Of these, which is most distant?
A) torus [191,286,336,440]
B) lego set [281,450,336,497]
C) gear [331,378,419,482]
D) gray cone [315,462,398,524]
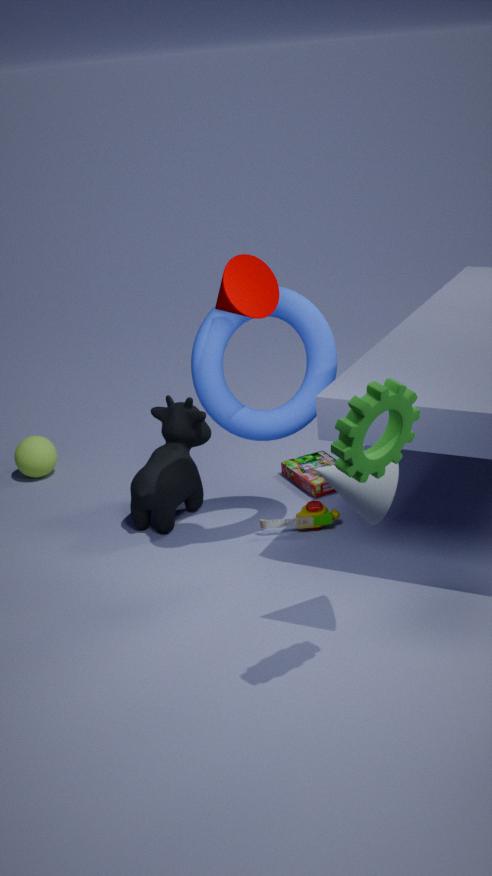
lego set [281,450,336,497]
